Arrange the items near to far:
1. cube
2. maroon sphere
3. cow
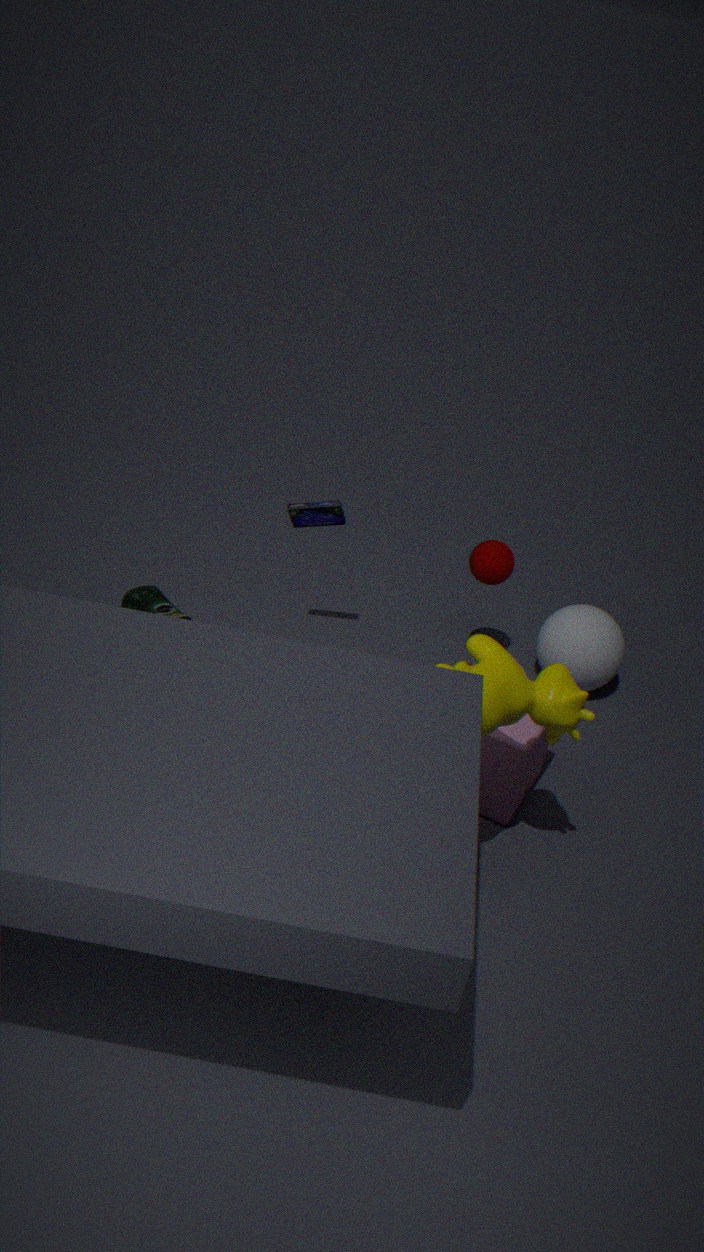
cow → cube → maroon sphere
